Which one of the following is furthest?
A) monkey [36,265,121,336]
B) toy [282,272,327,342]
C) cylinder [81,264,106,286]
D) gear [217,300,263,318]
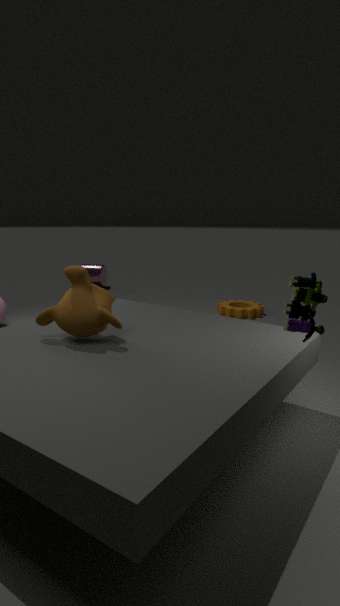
cylinder [81,264,106,286]
